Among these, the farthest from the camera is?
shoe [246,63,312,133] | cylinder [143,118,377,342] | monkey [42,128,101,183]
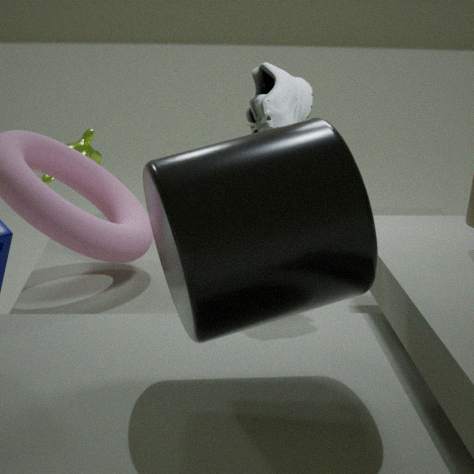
monkey [42,128,101,183]
